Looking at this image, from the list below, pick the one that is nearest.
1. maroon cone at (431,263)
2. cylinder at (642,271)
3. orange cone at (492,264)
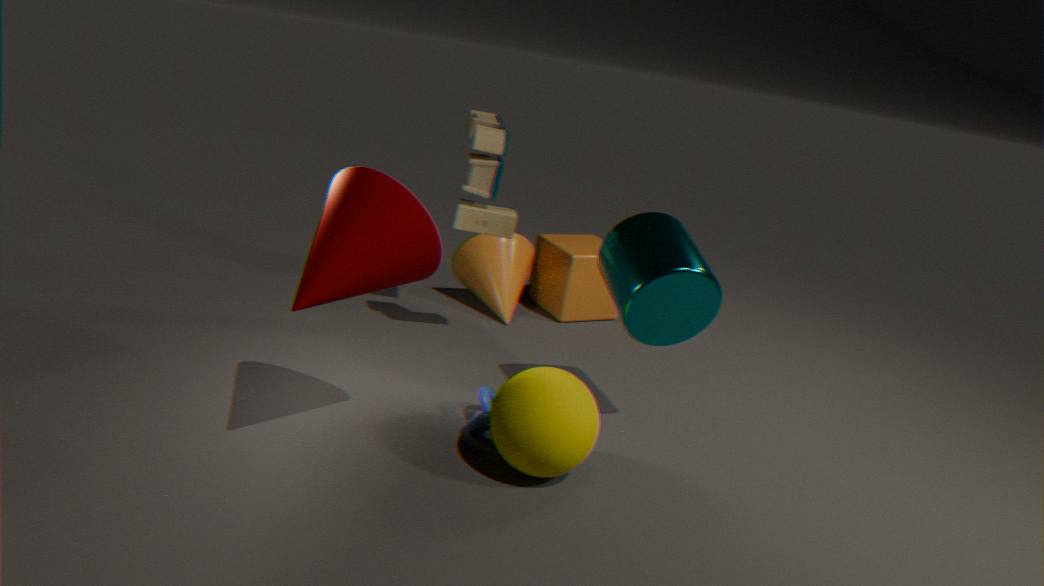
maroon cone at (431,263)
